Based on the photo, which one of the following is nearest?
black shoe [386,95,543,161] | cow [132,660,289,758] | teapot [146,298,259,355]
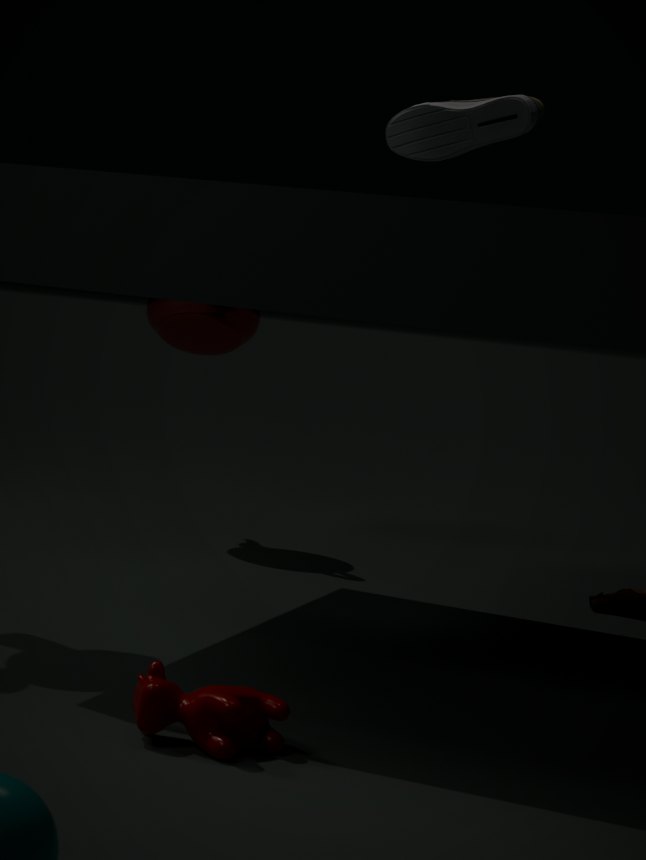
cow [132,660,289,758]
